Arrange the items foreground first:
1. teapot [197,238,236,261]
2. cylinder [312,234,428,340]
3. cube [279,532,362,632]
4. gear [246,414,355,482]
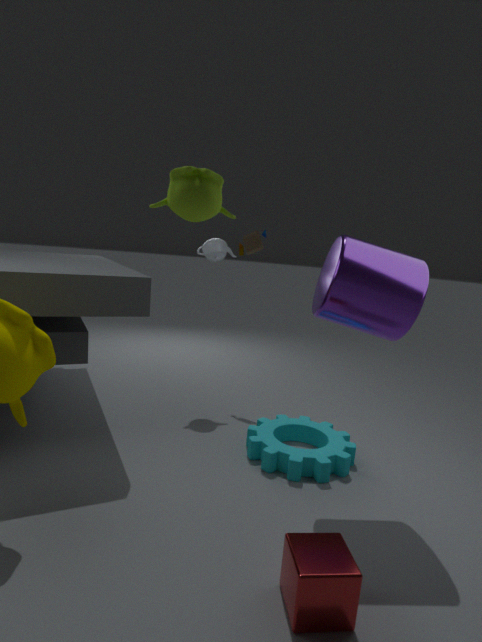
cube [279,532,362,632] → cylinder [312,234,428,340] → gear [246,414,355,482] → teapot [197,238,236,261]
